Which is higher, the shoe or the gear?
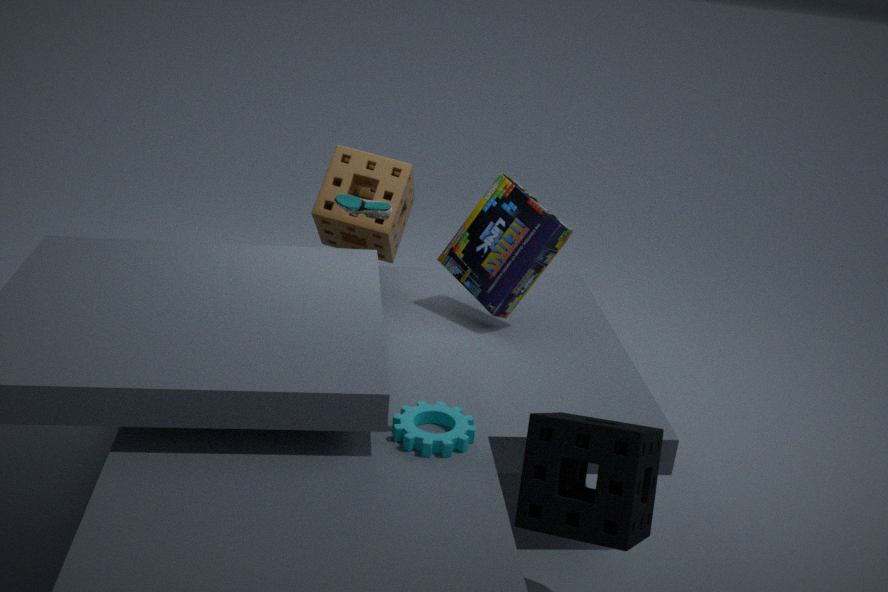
the shoe
